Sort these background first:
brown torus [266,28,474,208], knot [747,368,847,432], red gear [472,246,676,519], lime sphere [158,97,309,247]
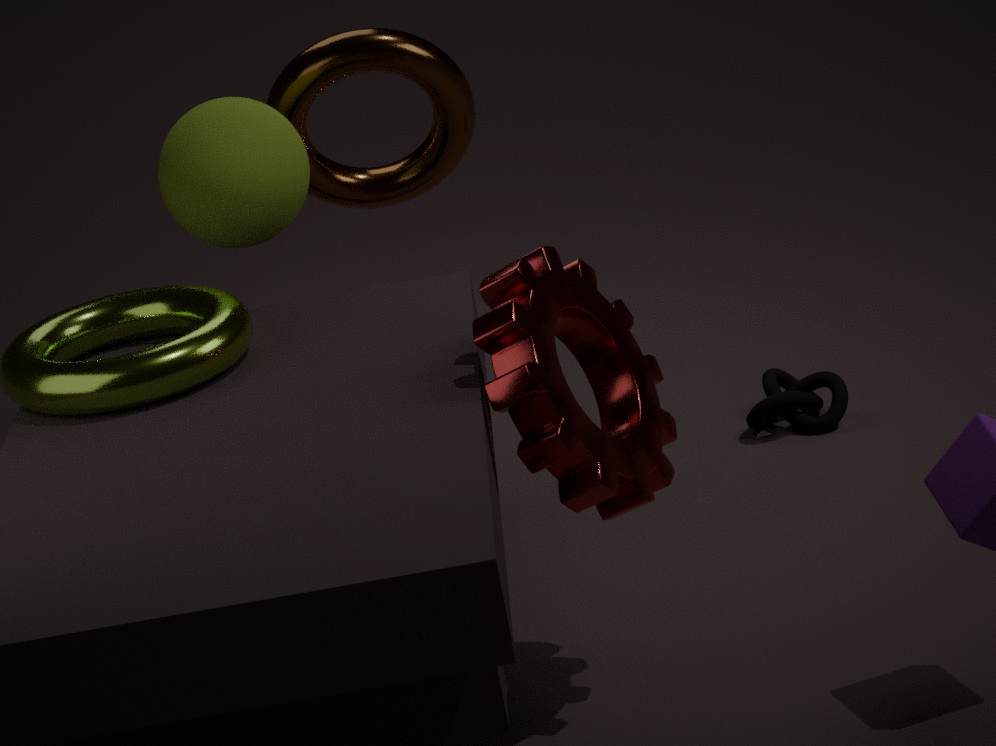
knot [747,368,847,432]
brown torus [266,28,474,208]
lime sphere [158,97,309,247]
red gear [472,246,676,519]
